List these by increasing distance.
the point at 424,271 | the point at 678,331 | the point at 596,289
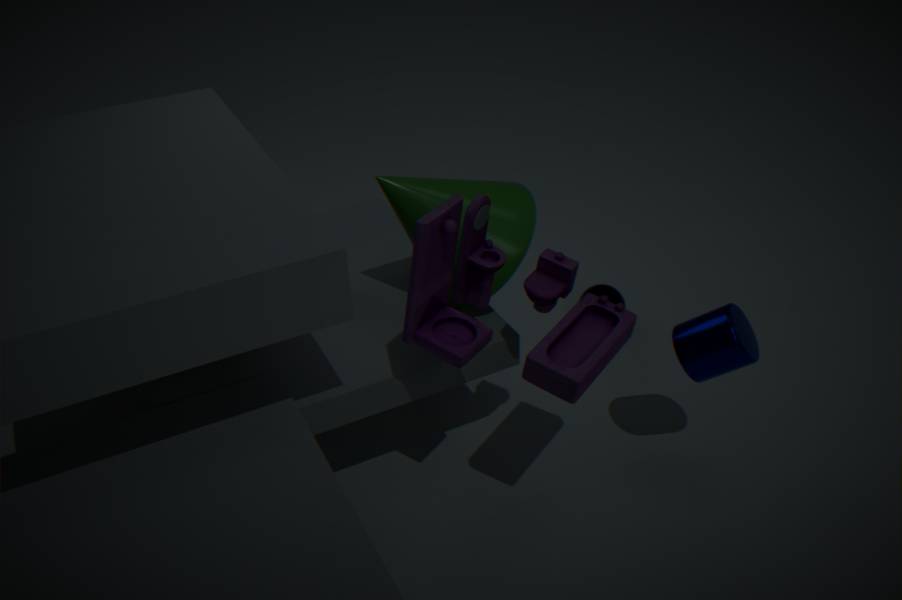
the point at 424,271 → the point at 678,331 → the point at 596,289
